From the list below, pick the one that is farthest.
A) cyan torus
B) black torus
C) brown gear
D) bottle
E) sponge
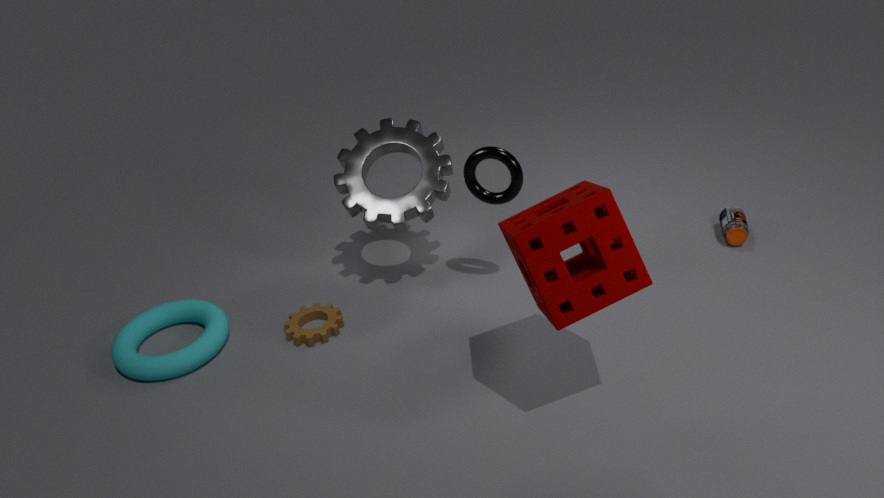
bottle
